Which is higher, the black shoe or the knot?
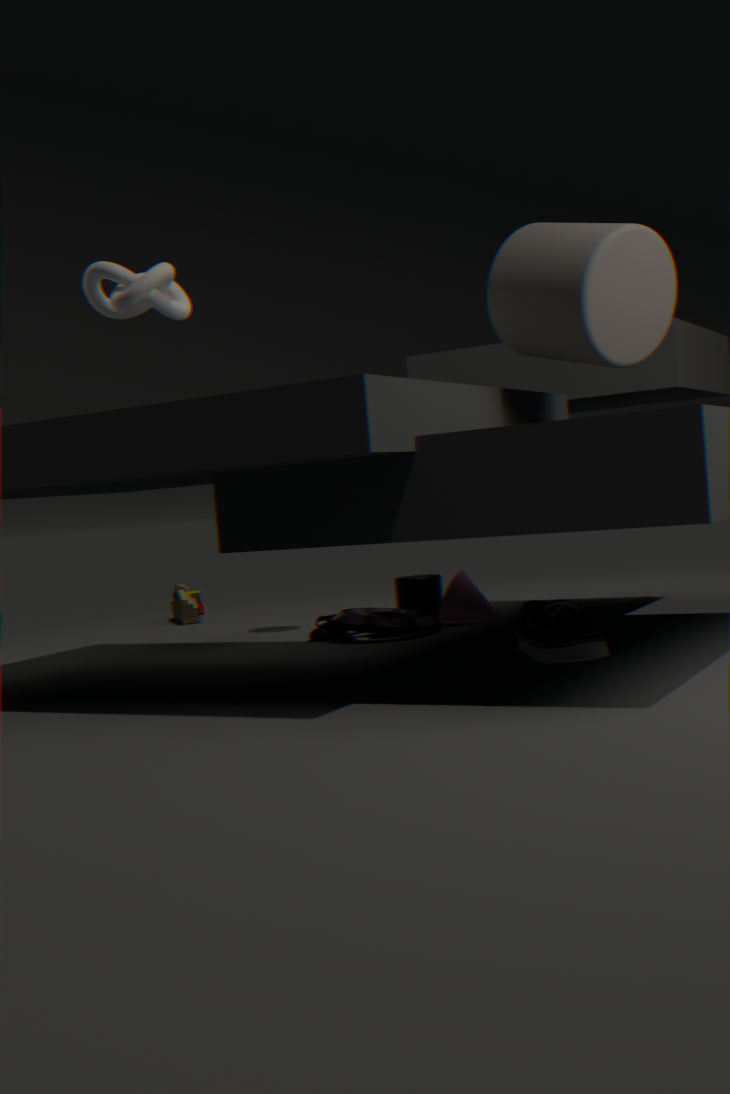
the knot
